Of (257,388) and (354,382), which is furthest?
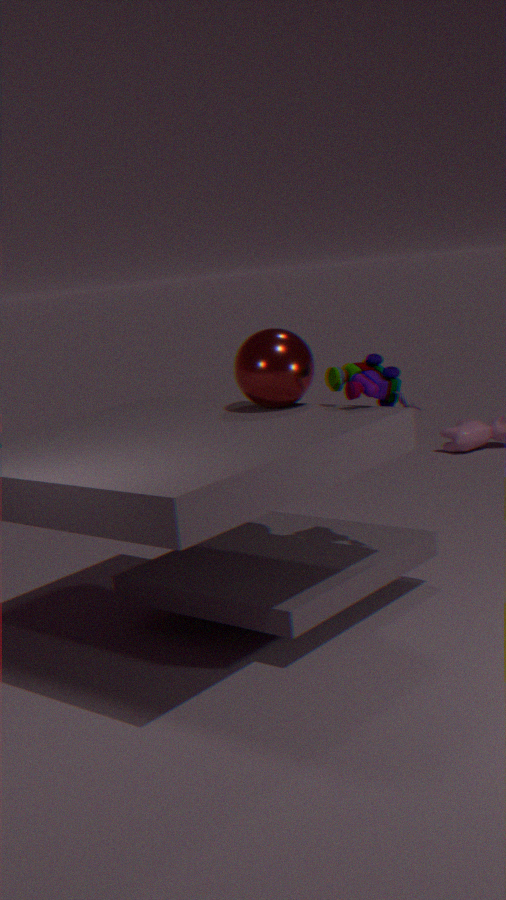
(257,388)
